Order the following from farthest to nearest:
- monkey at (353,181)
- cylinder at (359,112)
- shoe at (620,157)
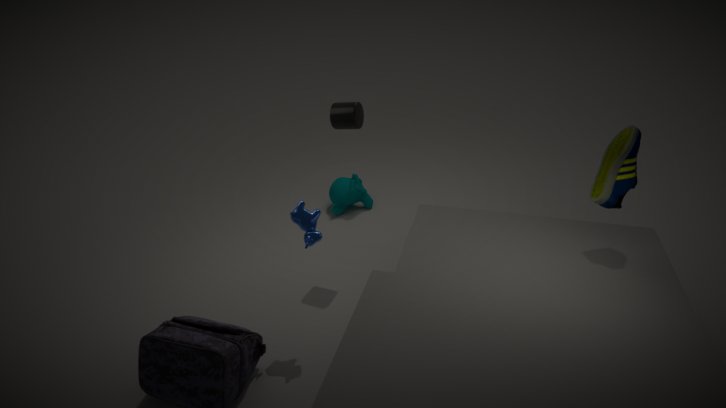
monkey at (353,181)
cylinder at (359,112)
shoe at (620,157)
